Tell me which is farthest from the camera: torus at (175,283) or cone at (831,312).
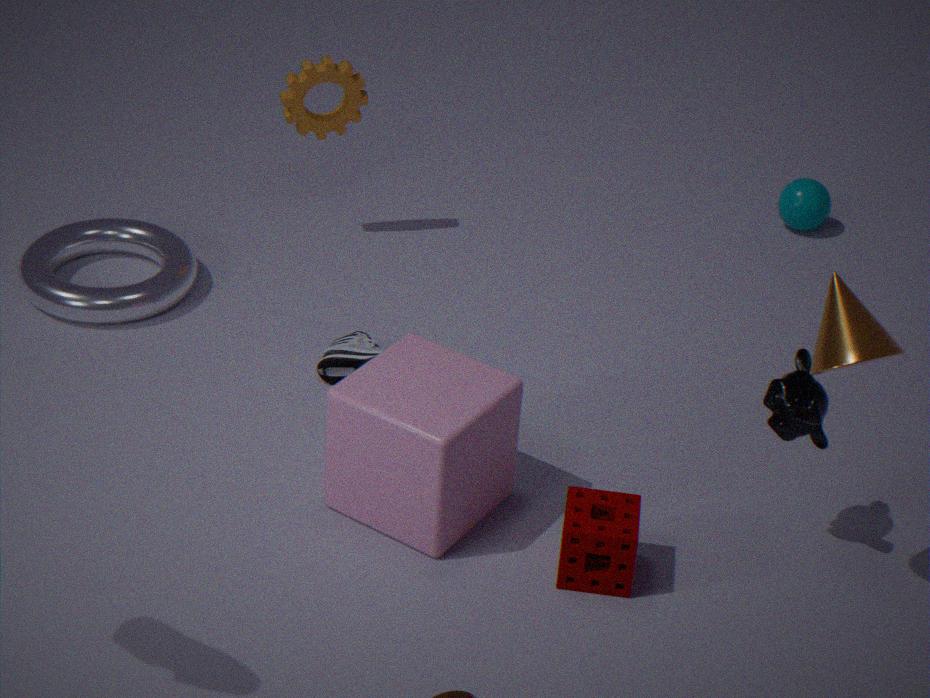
torus at (175,283)
